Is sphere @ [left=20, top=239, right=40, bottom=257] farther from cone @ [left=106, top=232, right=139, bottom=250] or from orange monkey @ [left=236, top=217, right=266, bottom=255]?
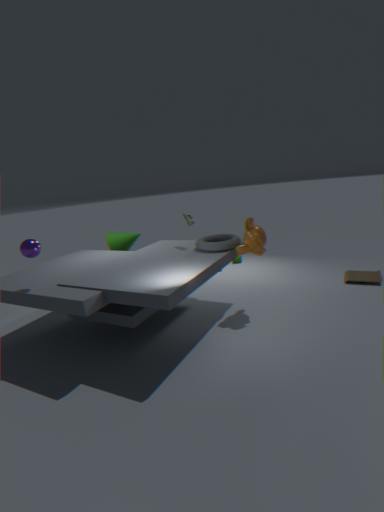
orange monkey @ [left=236, top=217, right=266, bottom=255]
